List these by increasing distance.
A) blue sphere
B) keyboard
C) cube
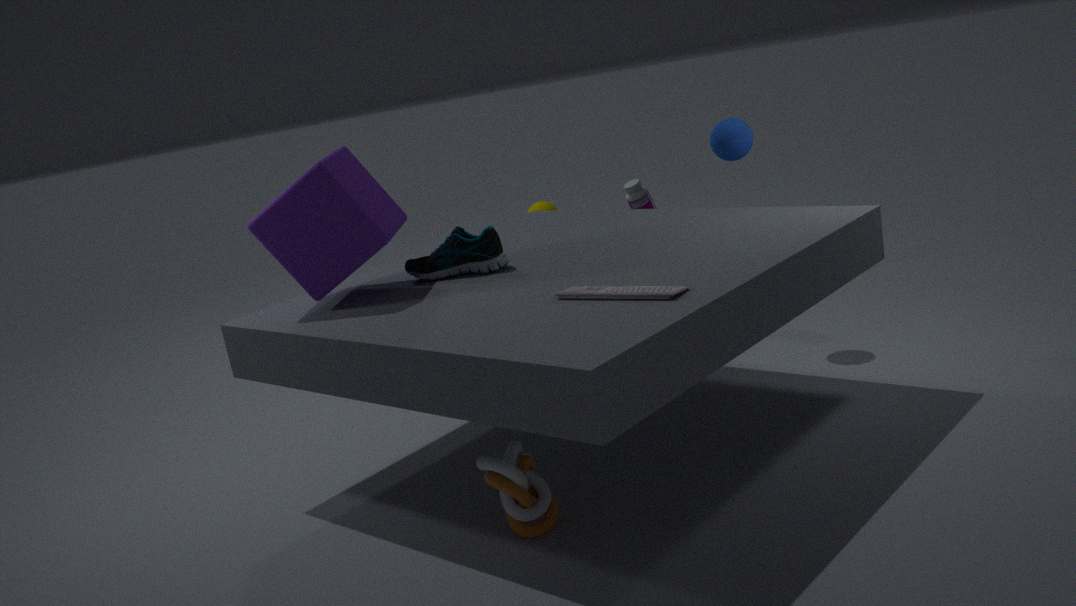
keyboard
cube
blue sphere
